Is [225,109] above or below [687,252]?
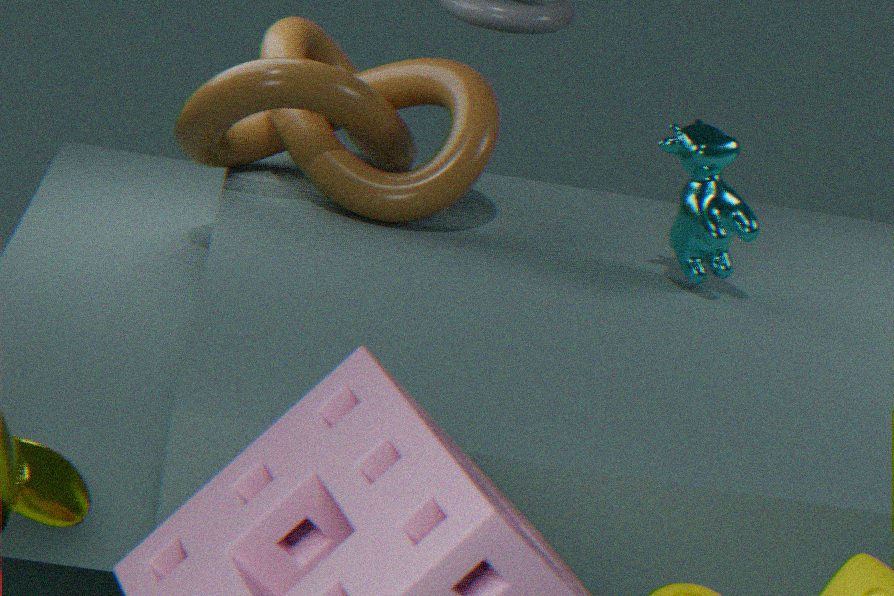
below
